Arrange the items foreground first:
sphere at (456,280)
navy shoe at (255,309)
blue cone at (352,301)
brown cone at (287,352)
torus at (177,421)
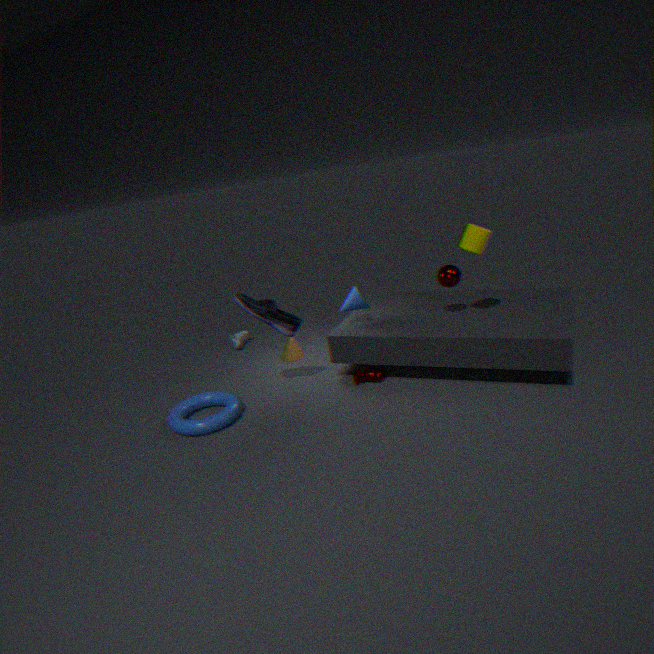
torus at (177,421), navy shoe at (255,309), sphere at (456,280), blue cone at (352,301), brown cone at (287,352)
